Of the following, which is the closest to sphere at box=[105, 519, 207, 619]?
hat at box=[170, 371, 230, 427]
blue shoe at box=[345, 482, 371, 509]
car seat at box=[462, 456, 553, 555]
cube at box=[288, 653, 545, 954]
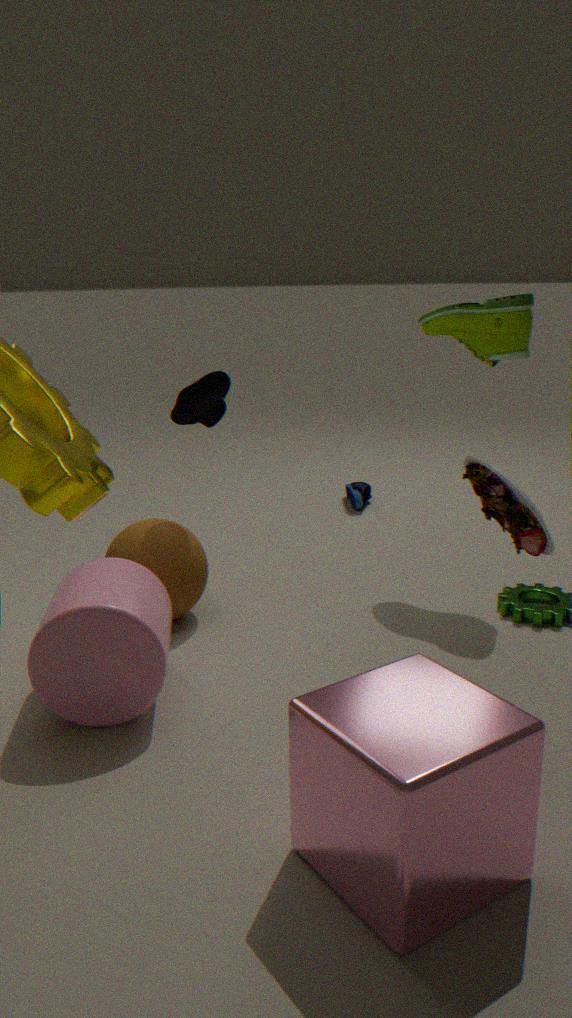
hat at box=[170, 371, 230, 427]
